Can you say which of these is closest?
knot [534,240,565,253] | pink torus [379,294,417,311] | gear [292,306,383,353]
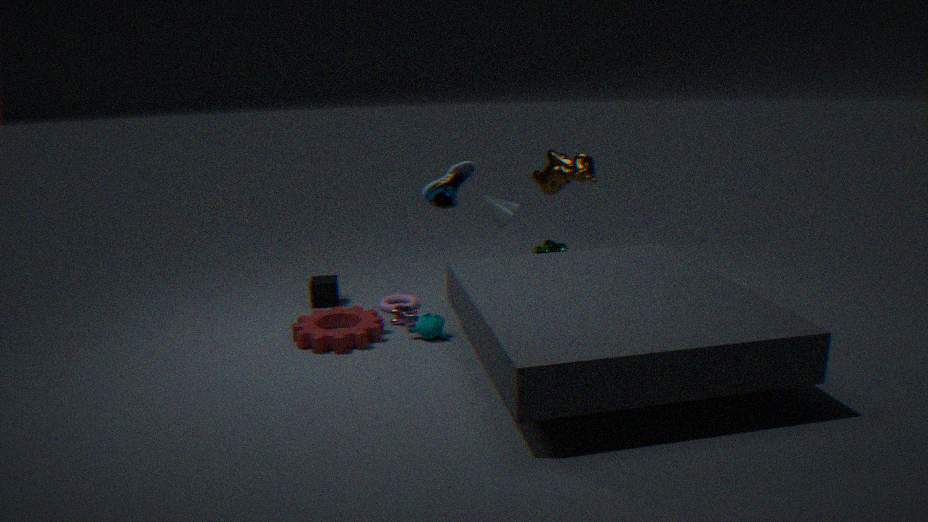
gear [292,306,383,353]
